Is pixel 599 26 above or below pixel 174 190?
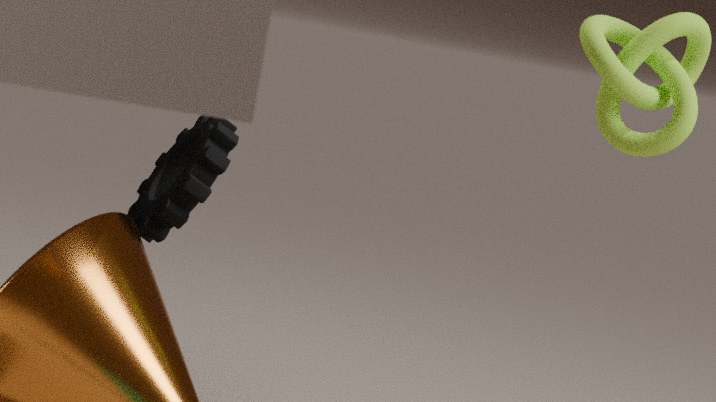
above
